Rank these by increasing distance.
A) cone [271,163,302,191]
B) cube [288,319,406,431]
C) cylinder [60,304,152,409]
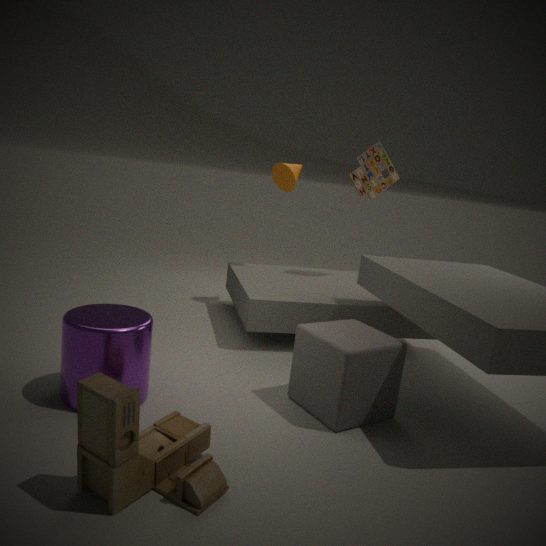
cylinder [60,304,152,409], cube [288,319,406,431], cone [271,163,302,191]
